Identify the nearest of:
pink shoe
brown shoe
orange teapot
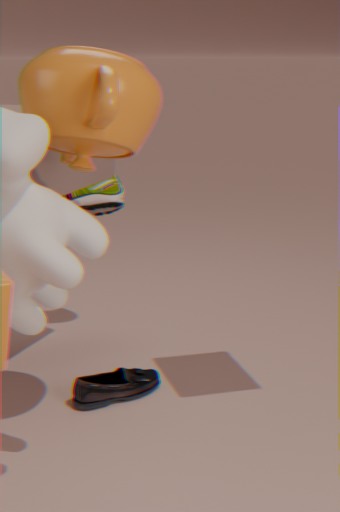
orange teapot
